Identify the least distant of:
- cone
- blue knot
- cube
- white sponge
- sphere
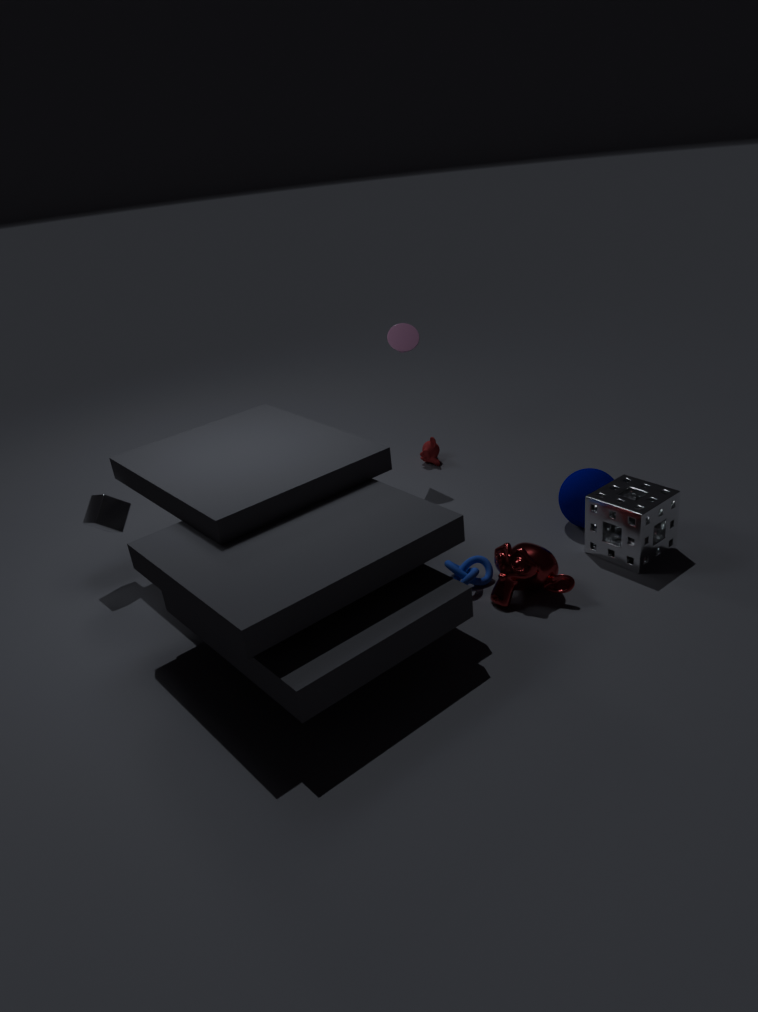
white sponge
